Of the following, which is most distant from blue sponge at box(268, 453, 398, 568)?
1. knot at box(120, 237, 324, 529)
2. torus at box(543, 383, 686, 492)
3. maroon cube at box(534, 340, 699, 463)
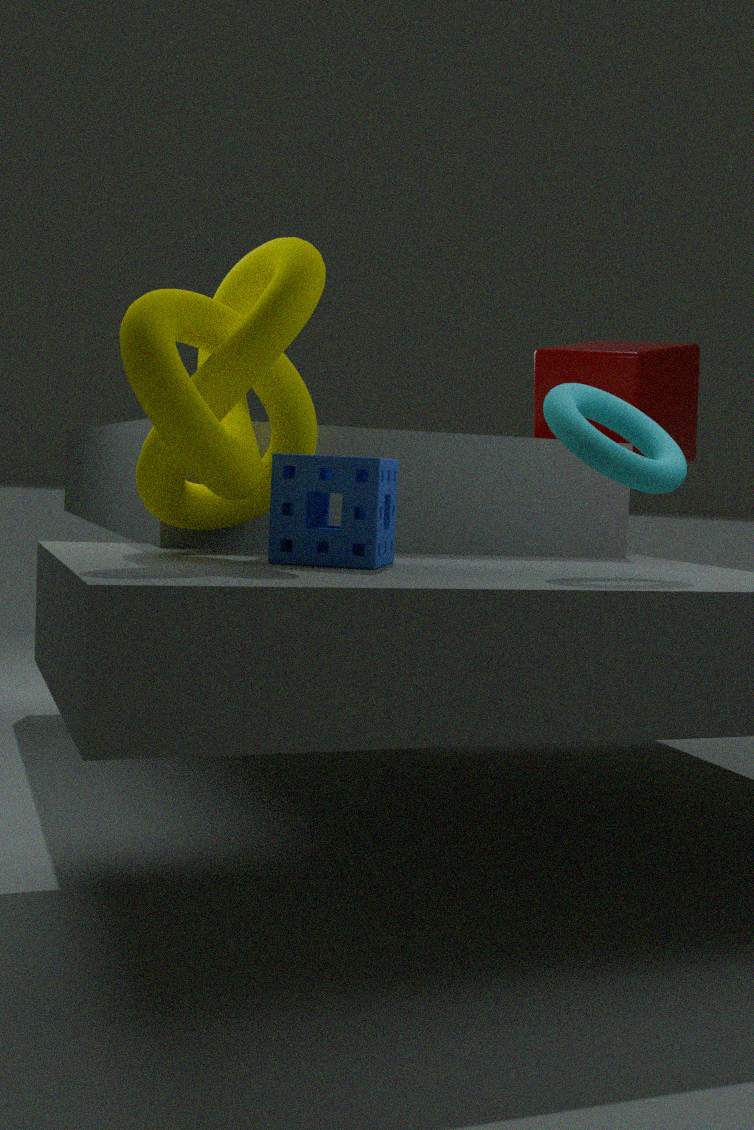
maroon cube at box(534, 340, 699, 463)
